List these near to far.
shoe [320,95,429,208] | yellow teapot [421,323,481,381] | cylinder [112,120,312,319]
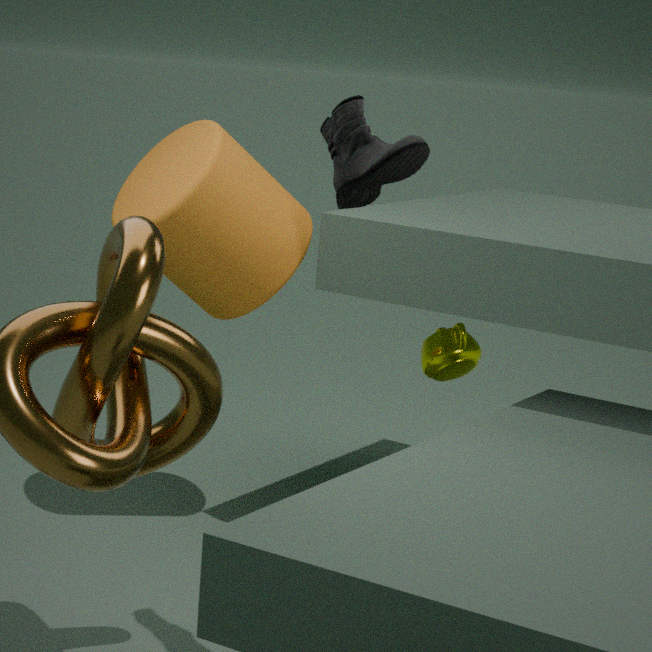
shoe [320,95,429,208] → cylinder [112,120,312,319] → yellow teapot [421,323,481,381]
